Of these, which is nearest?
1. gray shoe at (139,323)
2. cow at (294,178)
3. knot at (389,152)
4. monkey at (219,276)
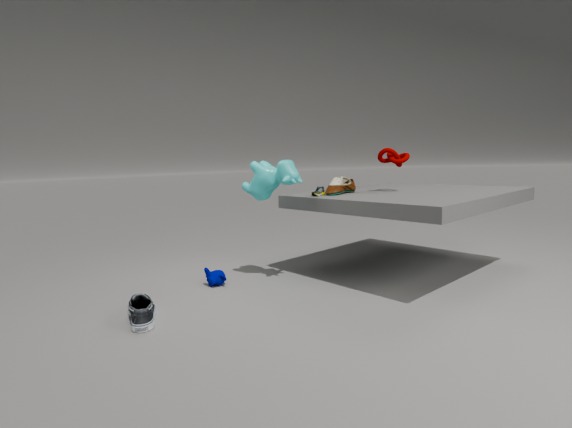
gray shoe at (139,323)
